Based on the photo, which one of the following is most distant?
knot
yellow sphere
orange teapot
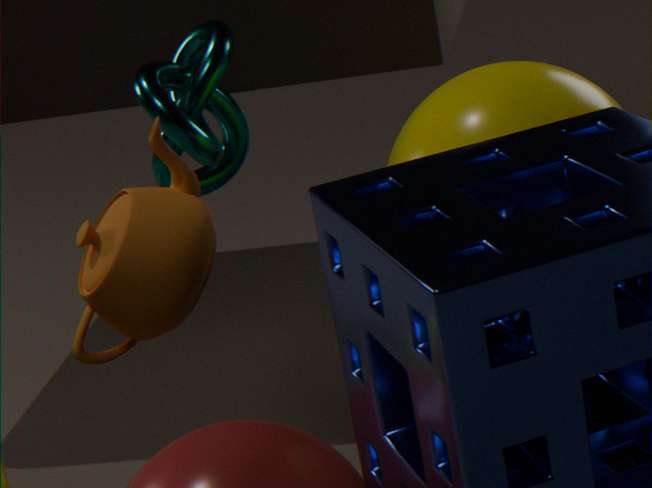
knot
